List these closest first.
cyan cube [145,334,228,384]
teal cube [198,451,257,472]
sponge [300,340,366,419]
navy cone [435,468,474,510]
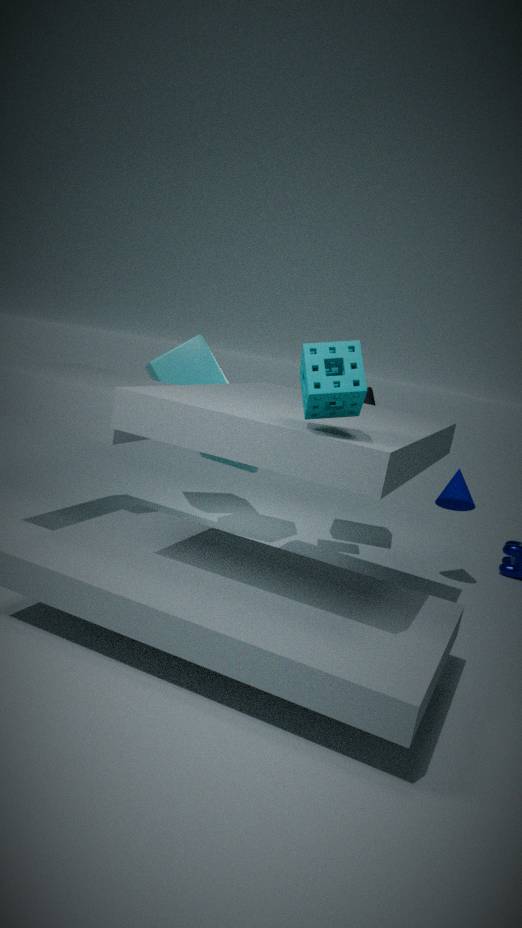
sponge [300,340,366,419] → navy cone [435,468,474,510] → teal cube [198,451,257,472] → cyan cube [145,334,228,384]
